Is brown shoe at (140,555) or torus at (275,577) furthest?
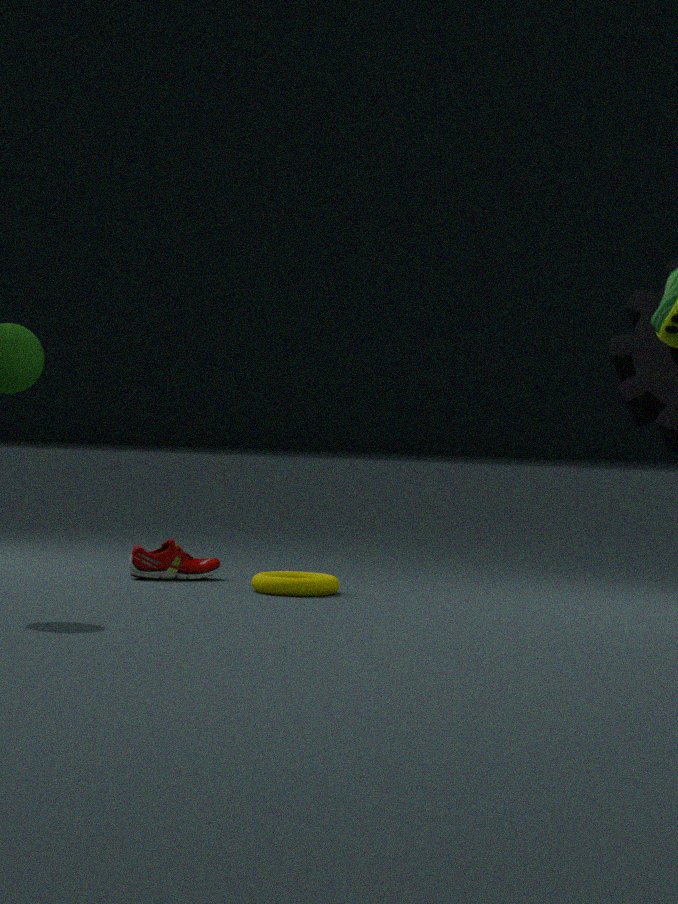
brown shoe at (140,555)
